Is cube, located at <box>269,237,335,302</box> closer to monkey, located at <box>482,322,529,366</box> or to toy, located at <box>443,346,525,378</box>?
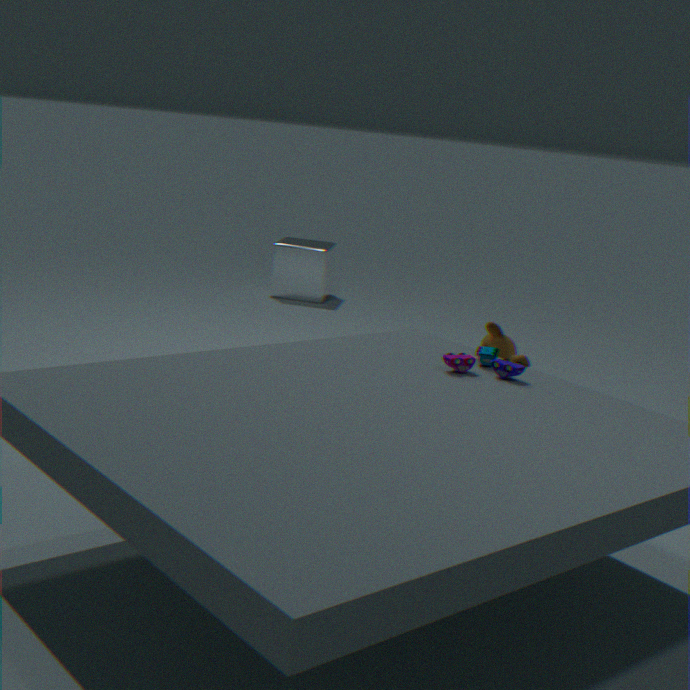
monkey, located at <box>482,322,529,366</box>
